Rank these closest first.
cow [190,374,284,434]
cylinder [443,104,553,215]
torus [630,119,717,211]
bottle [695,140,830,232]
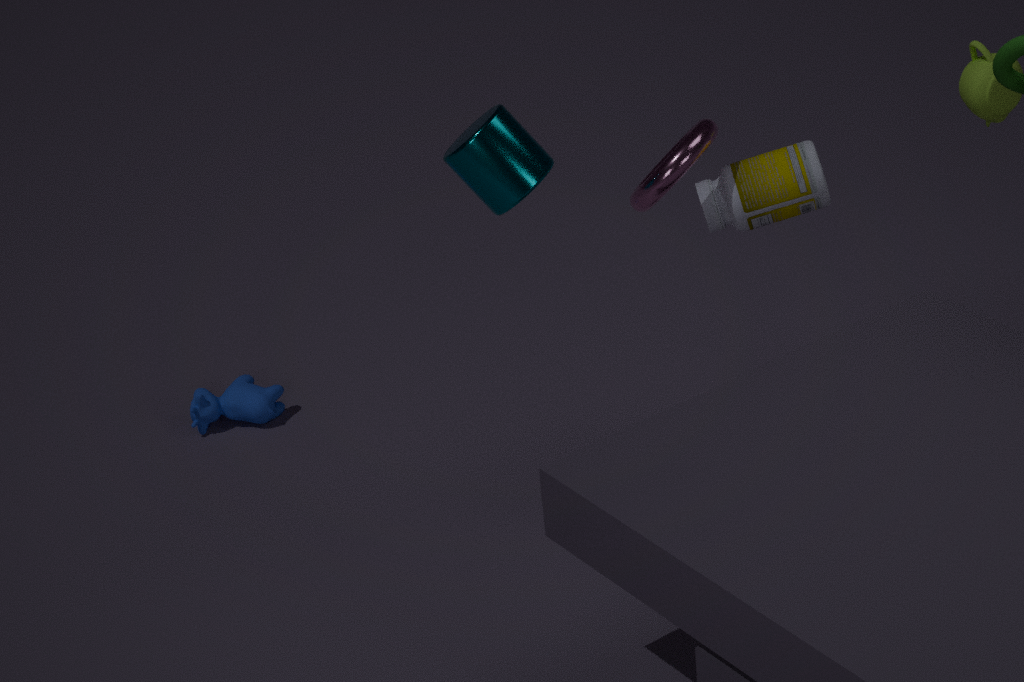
1. cylinder [443,104,553,215]
2. torus [630,119,717,211]
3. bottle [695,140,830,232]
4. cow [190,374,284,434]
